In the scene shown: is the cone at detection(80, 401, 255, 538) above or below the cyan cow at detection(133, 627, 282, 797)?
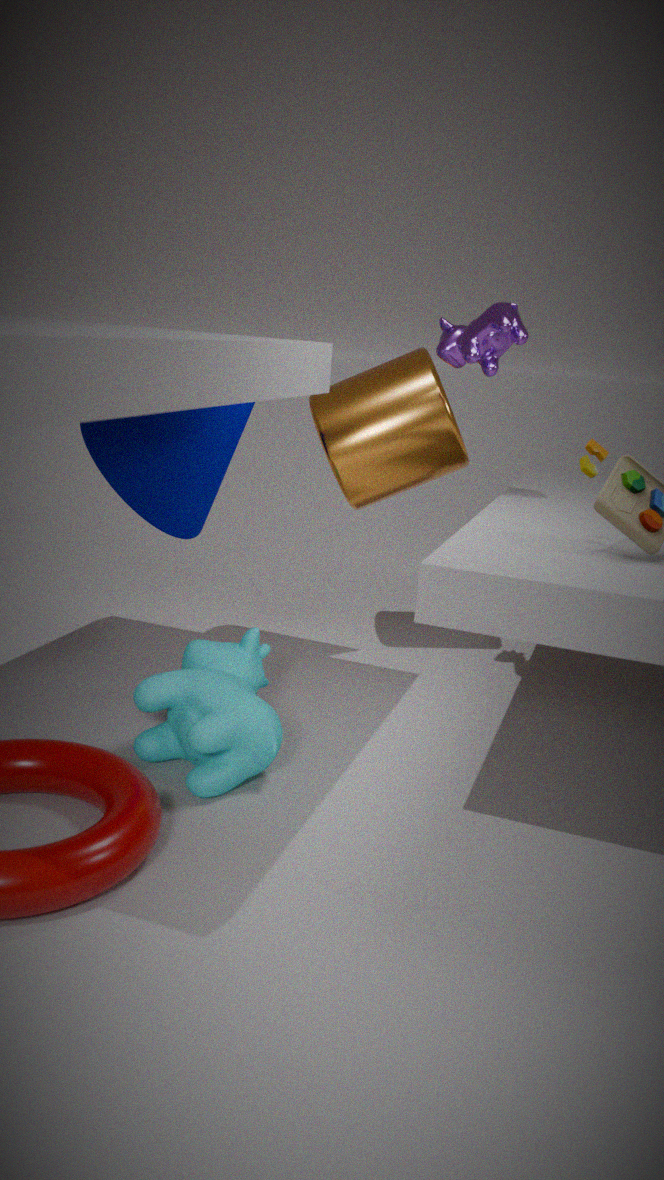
above
